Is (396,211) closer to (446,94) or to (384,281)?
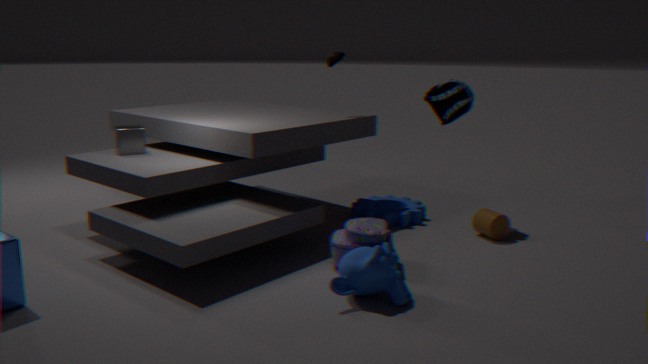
(446,94)
